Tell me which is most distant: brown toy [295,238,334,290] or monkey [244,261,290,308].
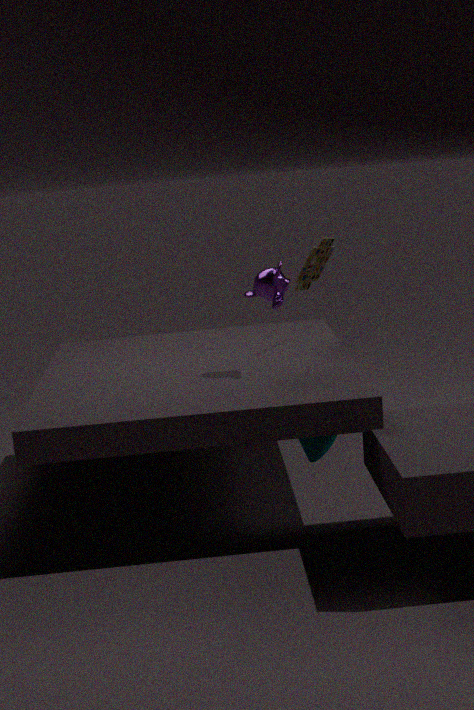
brown toy [295,238,334,290]
